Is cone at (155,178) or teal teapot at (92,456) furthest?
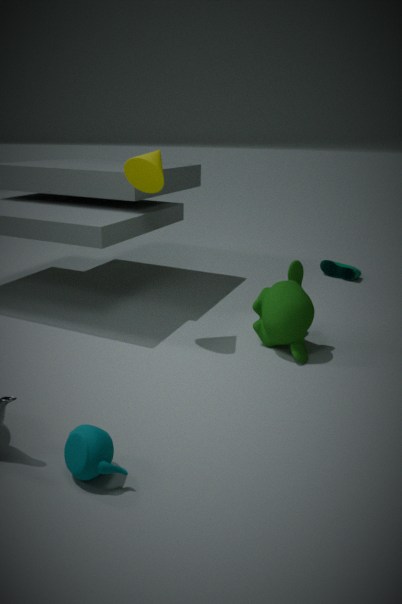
cone at (155,178)
